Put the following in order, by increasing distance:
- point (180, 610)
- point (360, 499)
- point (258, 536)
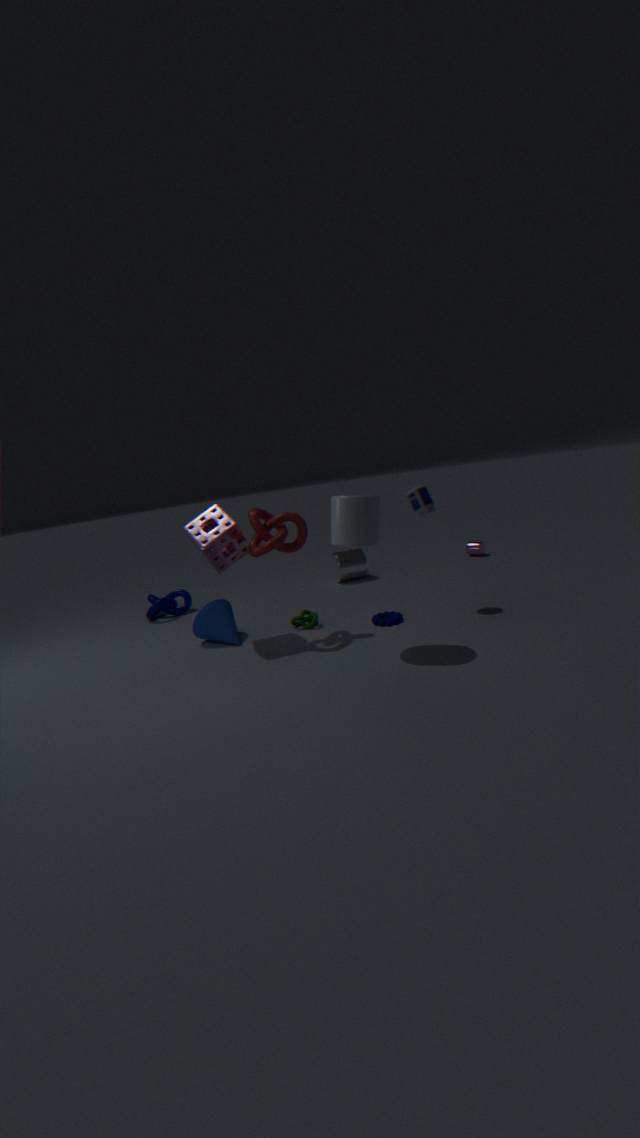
point (360, 499)
point (258, 536)
point (180, 610)
